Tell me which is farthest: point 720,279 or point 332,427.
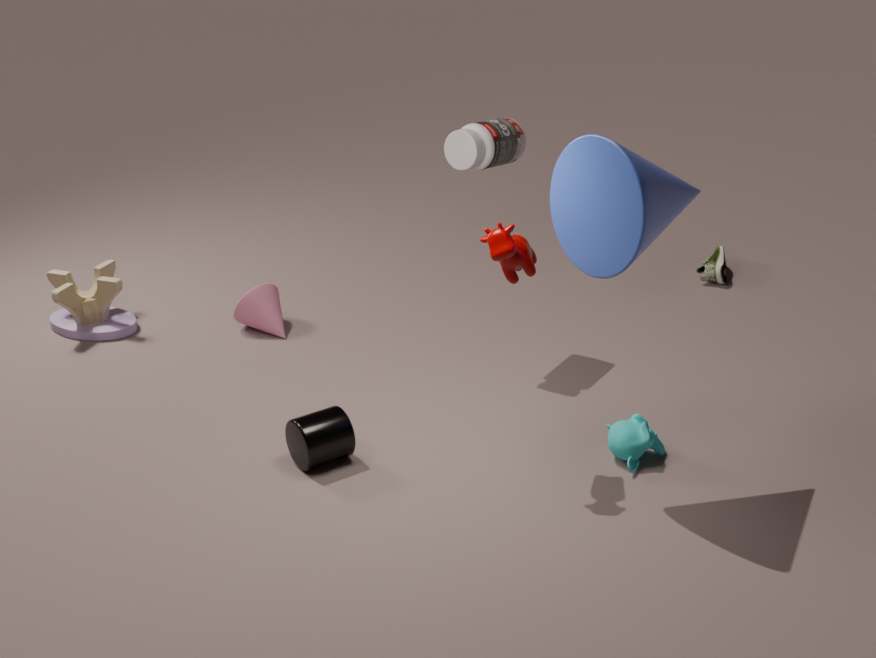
point 720,279
